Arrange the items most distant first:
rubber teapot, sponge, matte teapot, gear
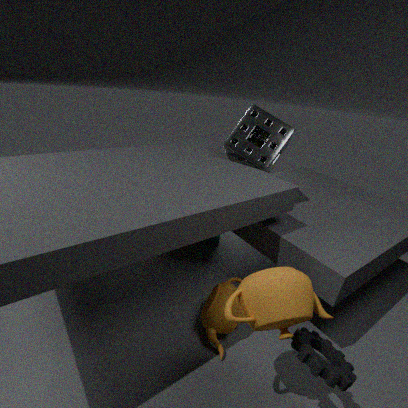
sponge
matte teapot
gear
rubber teapot
